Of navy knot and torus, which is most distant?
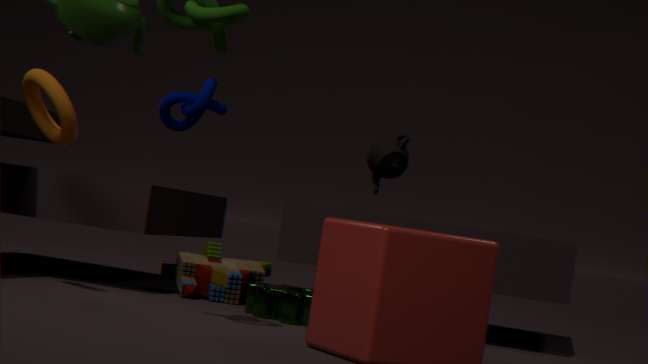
navy knot
